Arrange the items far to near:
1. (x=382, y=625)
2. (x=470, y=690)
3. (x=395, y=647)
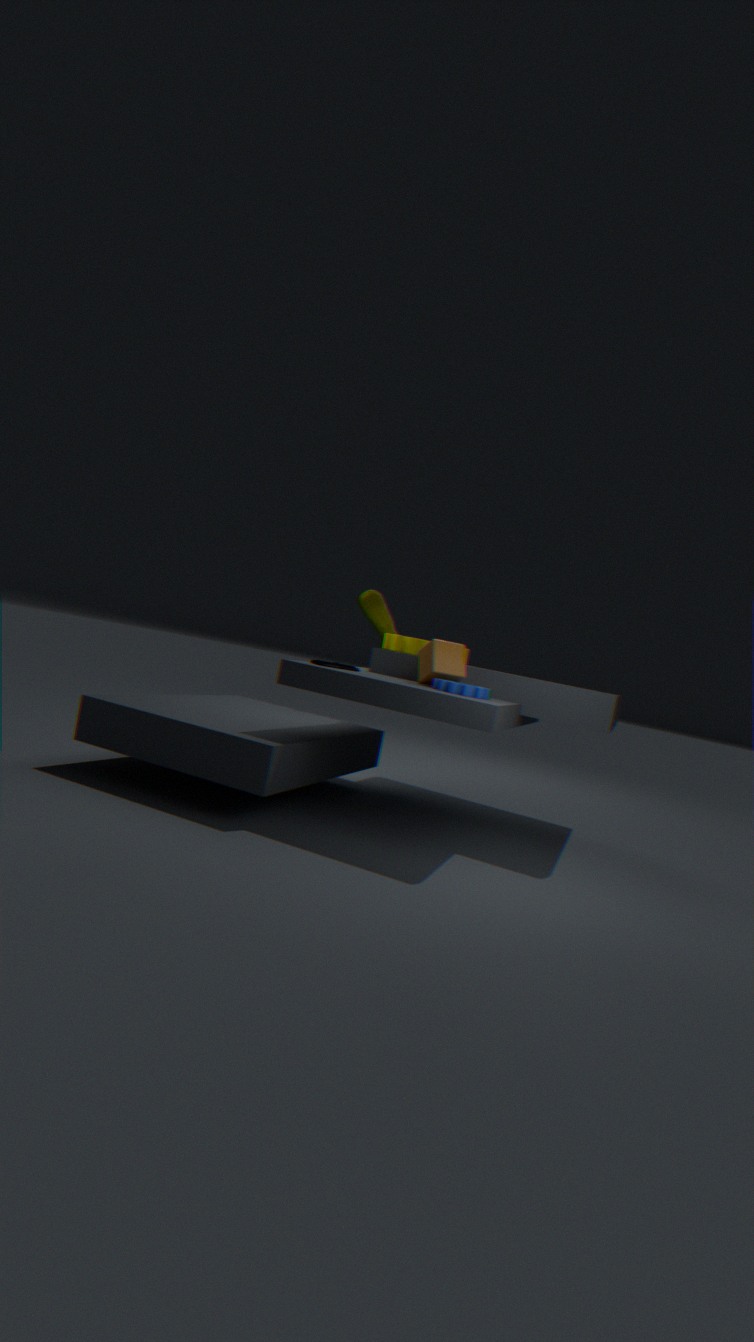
1. (x=382, y=625)
2. (x=395, y=647)
3. (x=470, y=690)
